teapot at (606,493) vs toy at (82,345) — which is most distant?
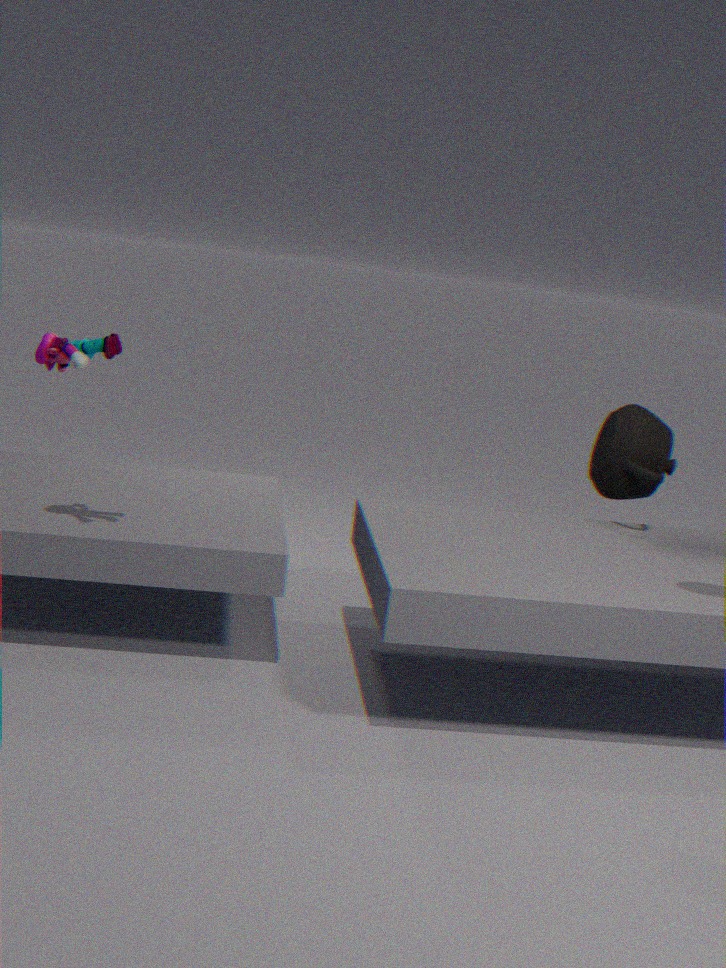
teapot at (606,493)
